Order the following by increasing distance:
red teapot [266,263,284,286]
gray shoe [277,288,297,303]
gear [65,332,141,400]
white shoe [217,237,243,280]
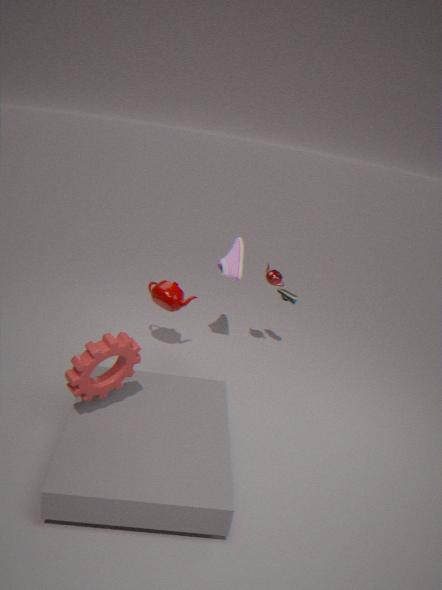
gear [65,332,141,400] → white shoe [217,237,243,280] → red teapot [266,263,284,286] → gray shoe [277,288,297,303]
